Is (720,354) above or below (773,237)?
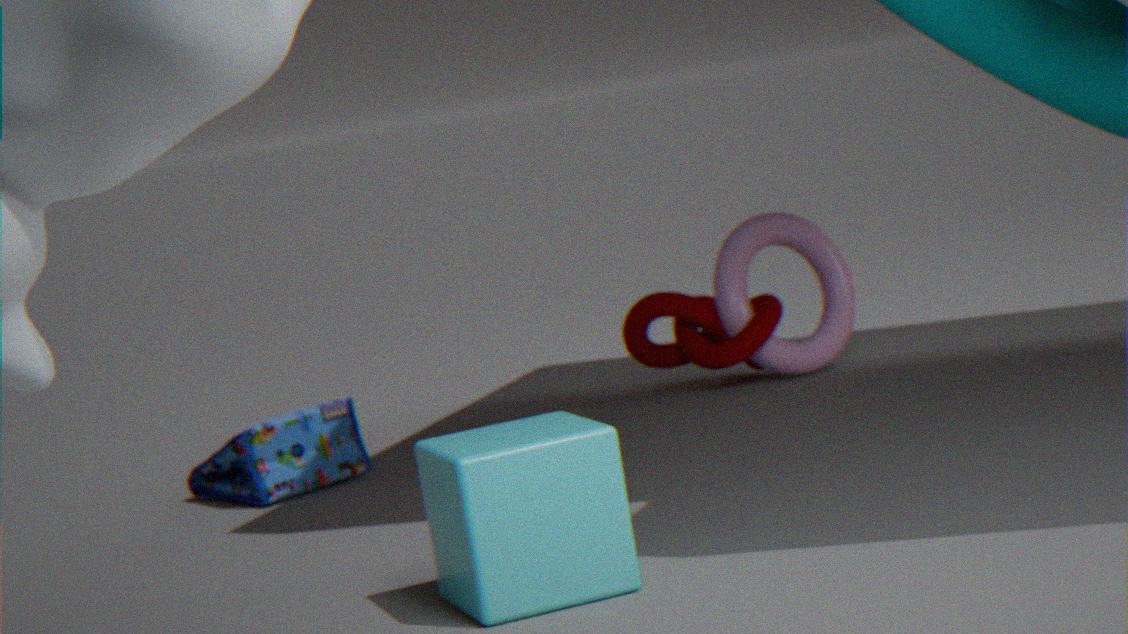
below
